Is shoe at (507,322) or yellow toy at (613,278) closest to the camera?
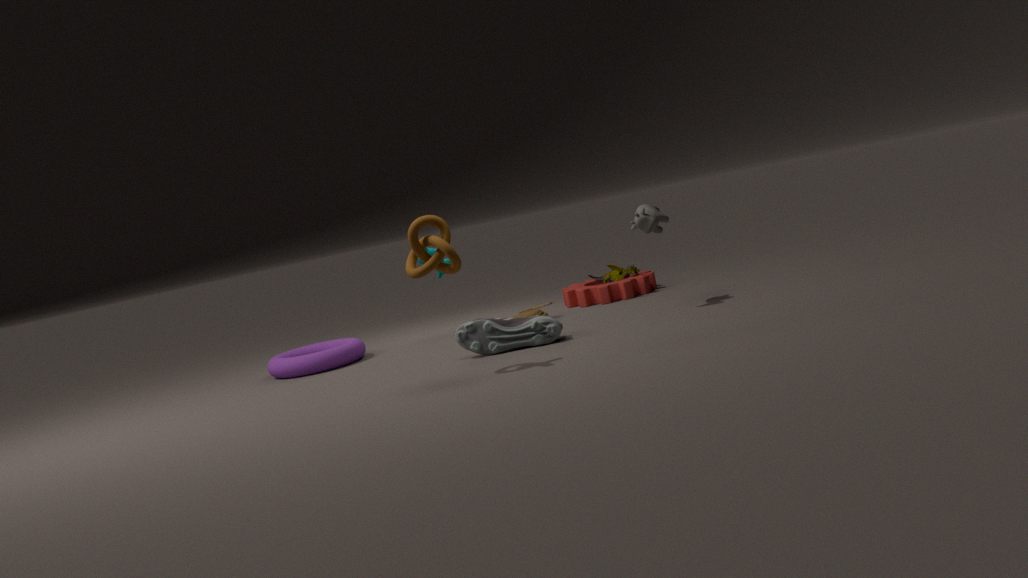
shoe at (507,322)
